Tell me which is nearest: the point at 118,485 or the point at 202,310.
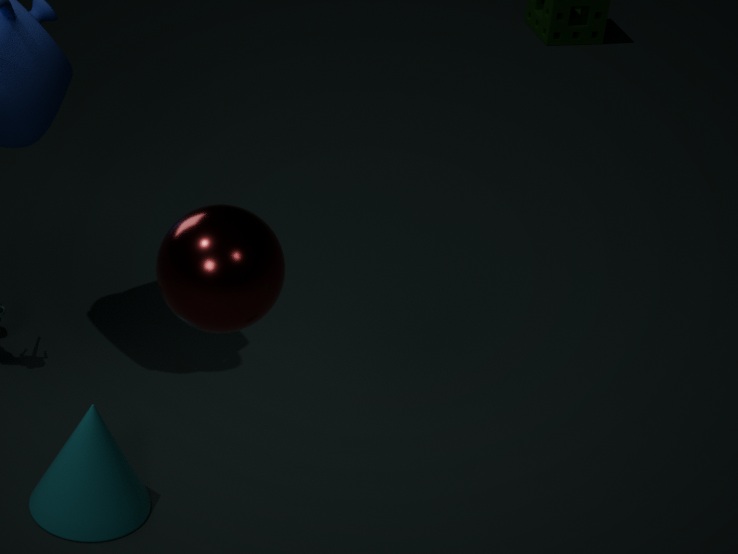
the point at 202,310
